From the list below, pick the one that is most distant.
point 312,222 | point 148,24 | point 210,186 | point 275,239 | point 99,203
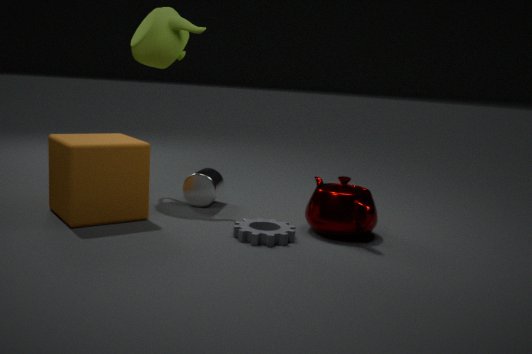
point 148,24
